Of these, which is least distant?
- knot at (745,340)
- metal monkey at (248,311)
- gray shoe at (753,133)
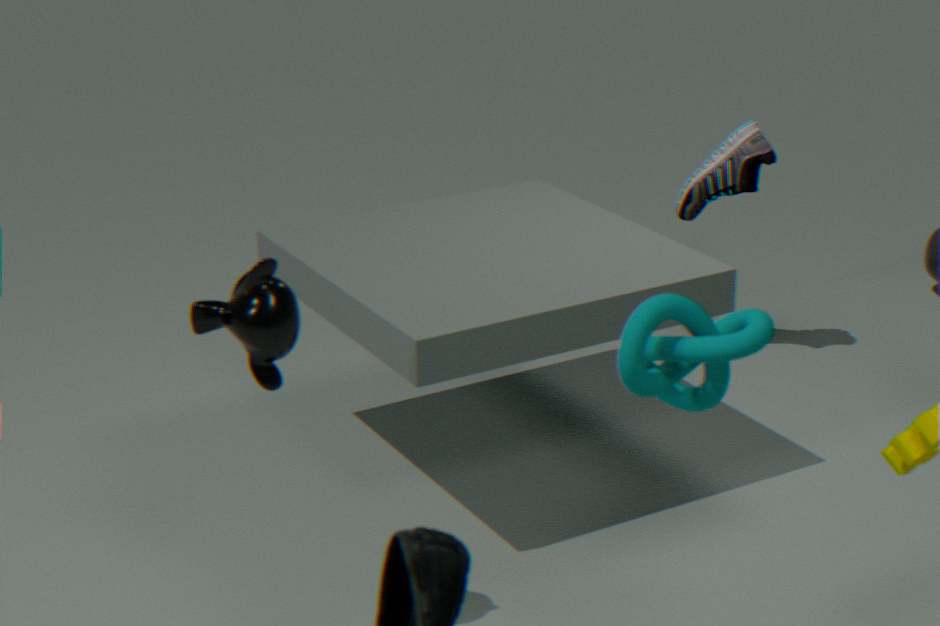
knot at (745,340)
